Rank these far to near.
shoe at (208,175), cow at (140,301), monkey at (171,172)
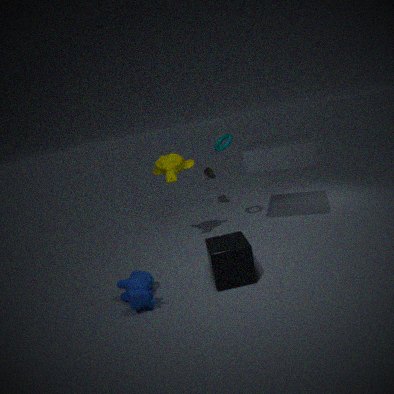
shoe at (208,175), monkey at (171,172), cow at (140,301)
